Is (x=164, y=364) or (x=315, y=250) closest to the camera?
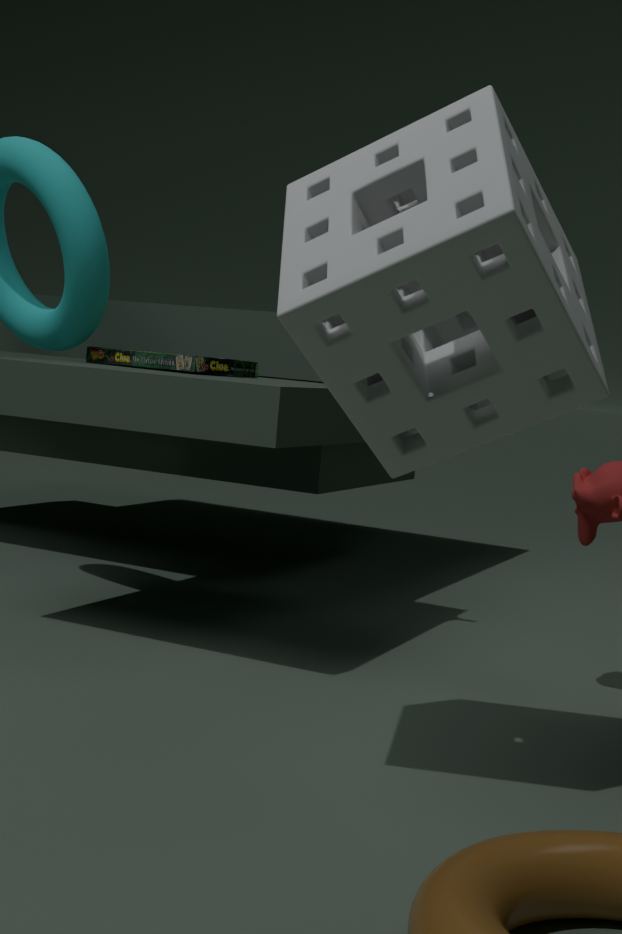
(x=315, y=250)
